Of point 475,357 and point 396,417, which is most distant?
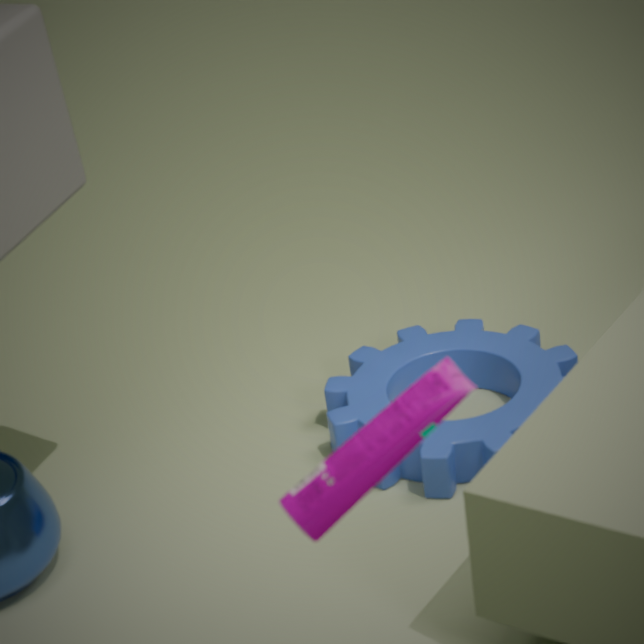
point 475,357
